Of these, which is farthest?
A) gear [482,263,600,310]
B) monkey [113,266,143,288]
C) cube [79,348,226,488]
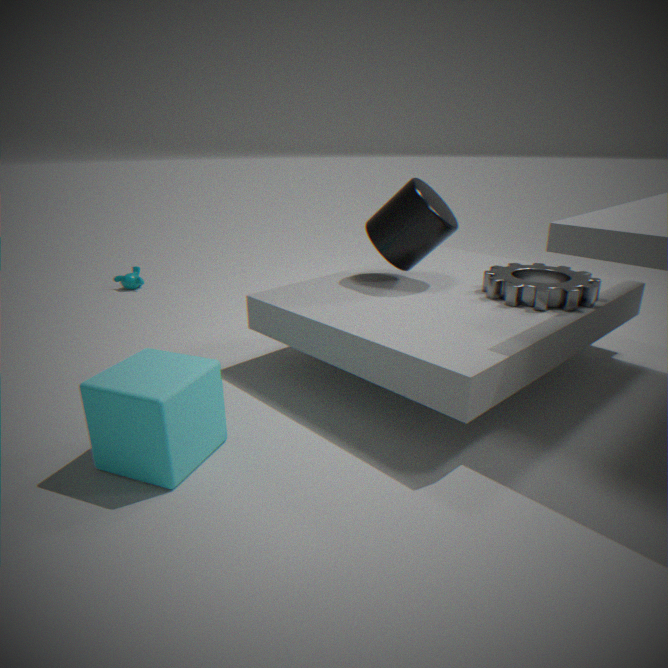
monkey [113,266,143,288]
